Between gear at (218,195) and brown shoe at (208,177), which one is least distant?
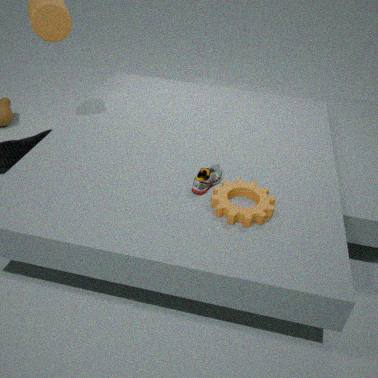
gear at (218,195)
